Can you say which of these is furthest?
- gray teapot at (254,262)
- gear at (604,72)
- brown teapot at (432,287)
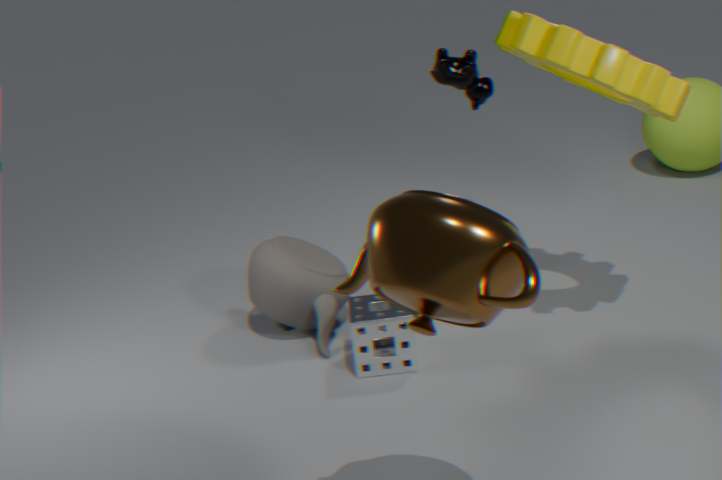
gray teapot at (254,262)
